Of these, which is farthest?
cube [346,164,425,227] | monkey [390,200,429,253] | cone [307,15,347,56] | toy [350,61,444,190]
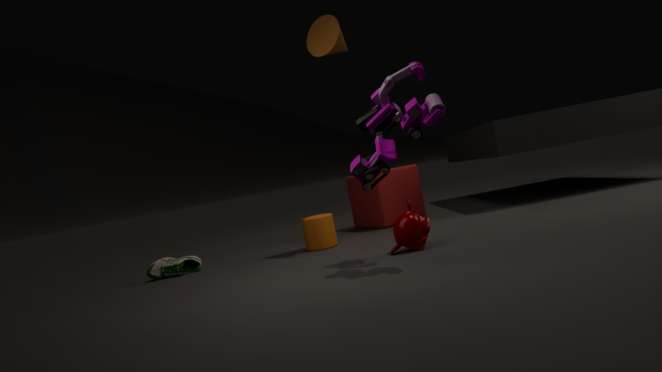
cube [346,164,425,227]
